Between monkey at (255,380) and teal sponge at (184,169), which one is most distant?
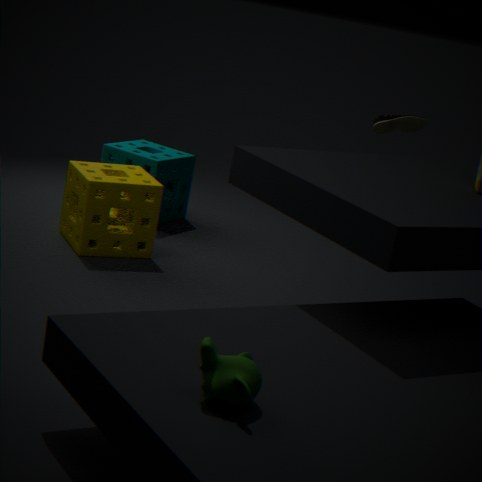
teal sponge at (184,169)
